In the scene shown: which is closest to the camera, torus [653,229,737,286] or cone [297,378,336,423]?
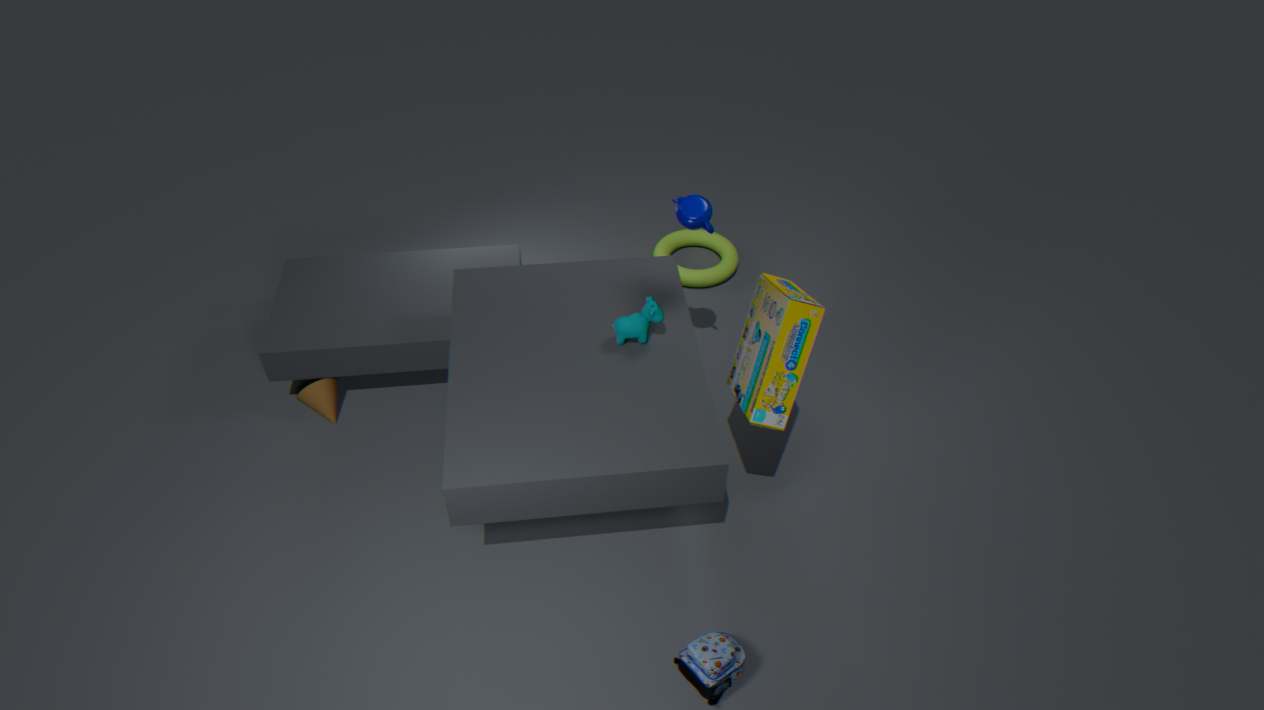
cone [297,378,336,423]
